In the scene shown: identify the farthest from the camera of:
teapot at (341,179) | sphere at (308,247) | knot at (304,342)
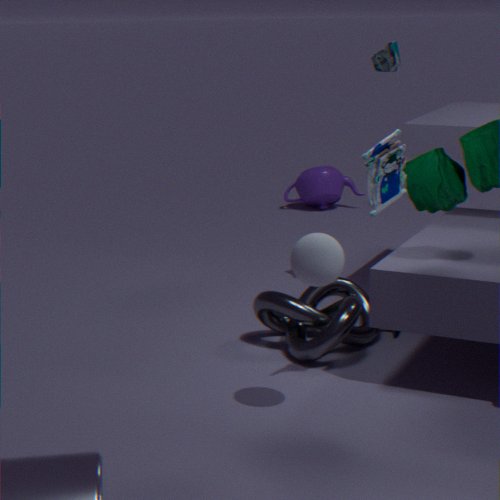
teapot at (341,179)
